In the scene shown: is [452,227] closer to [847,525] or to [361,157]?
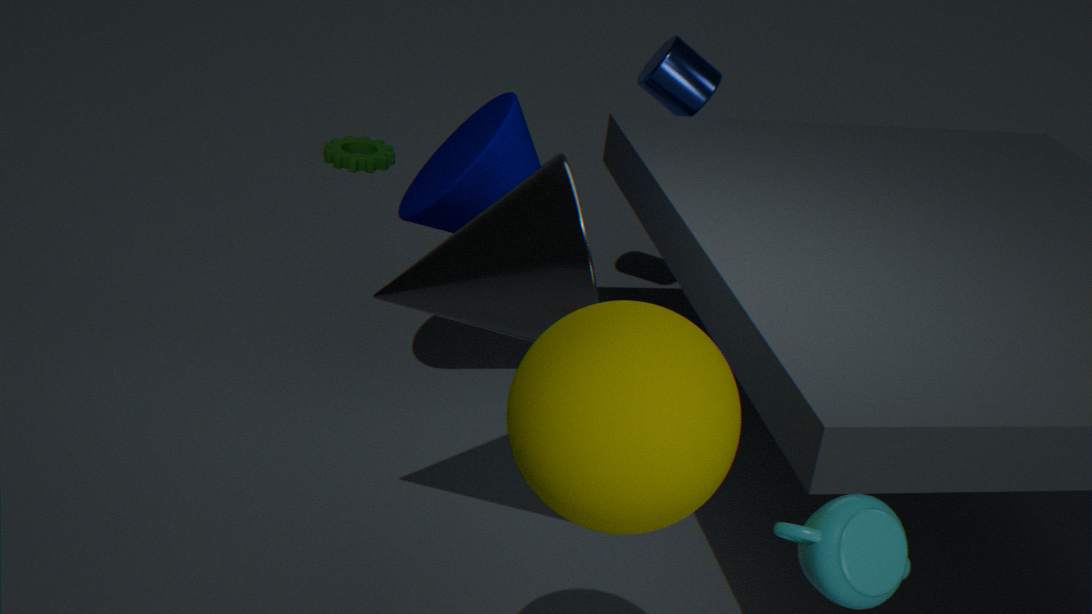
[847,525]
